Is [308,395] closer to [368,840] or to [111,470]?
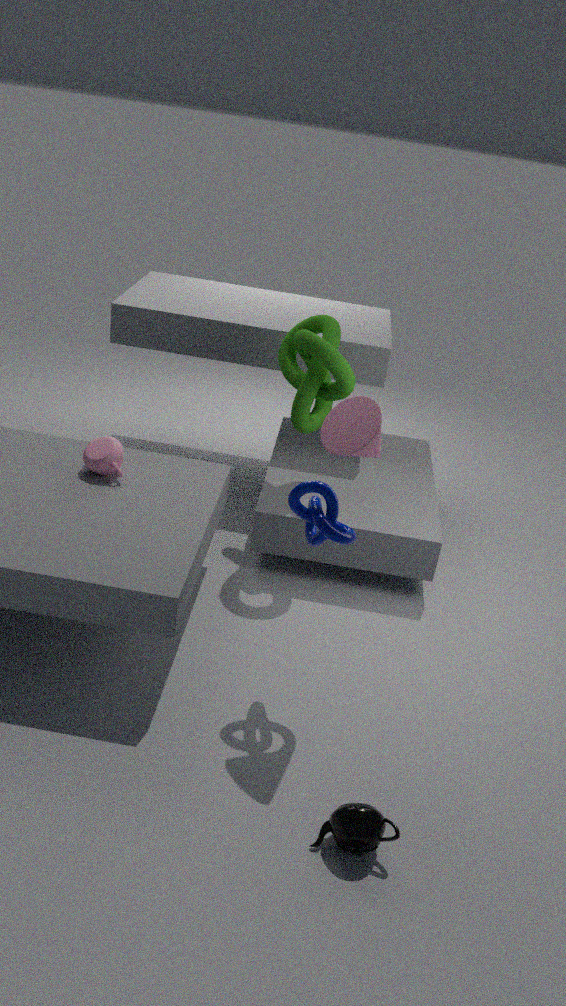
[111,470]
